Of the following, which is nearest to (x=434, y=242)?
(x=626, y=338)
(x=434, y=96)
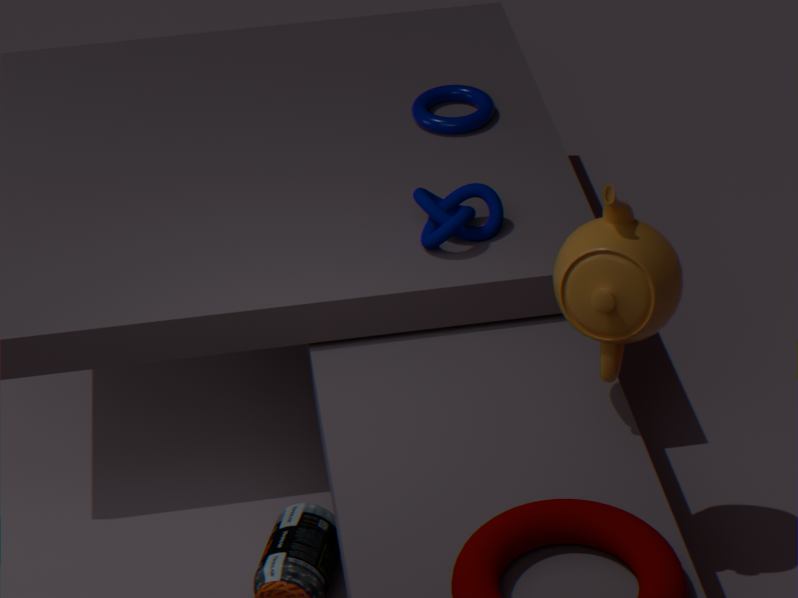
(x=434, y=96)
